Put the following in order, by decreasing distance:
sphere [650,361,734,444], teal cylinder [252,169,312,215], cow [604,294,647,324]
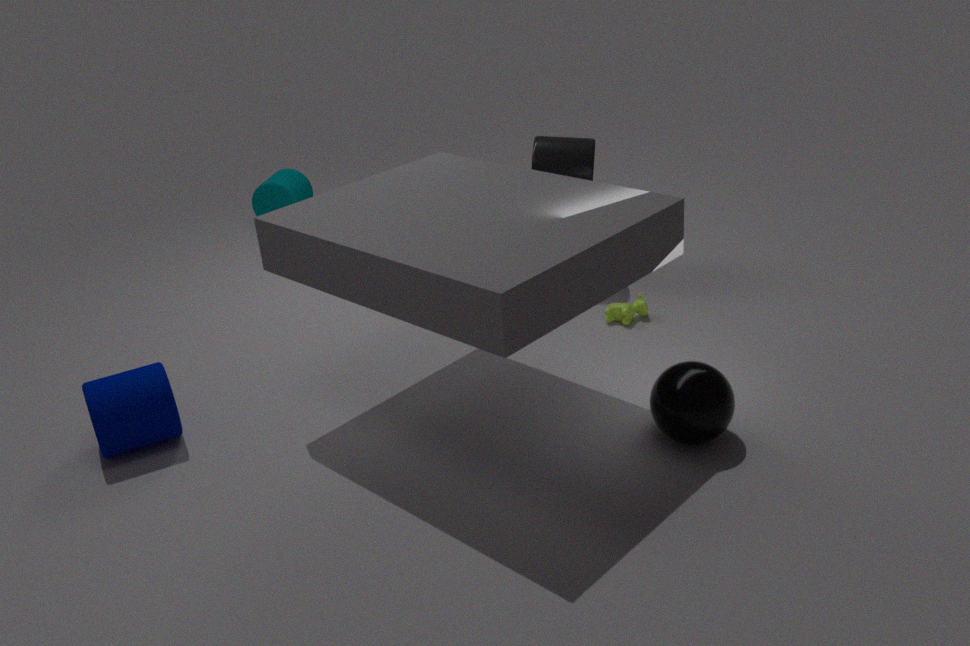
teal cylinder [252,169,312,215] < cow [604,294,647,324] < sphere [650,361,734,444]
